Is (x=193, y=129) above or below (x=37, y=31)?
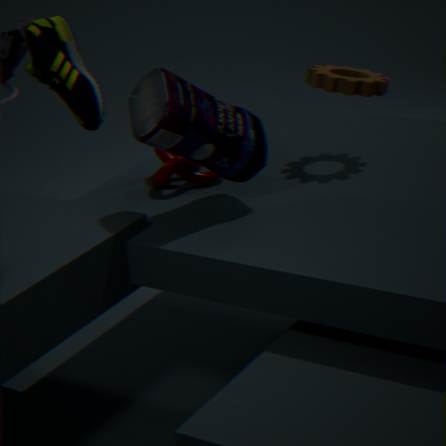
above
